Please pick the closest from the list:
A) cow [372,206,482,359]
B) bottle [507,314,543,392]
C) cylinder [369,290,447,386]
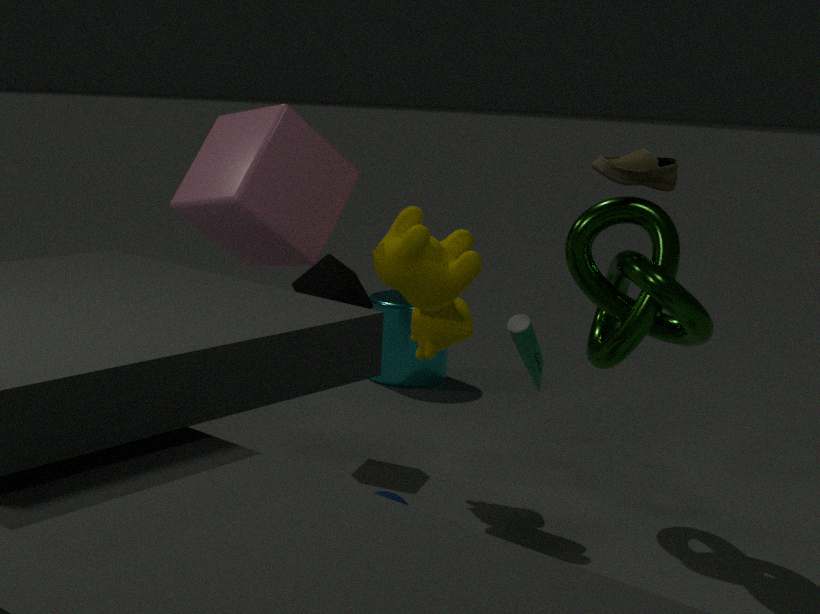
bottle [507,314,543,392]
